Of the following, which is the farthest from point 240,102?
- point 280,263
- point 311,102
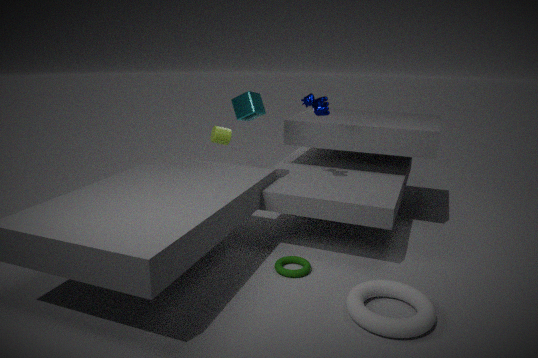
point 280,263
